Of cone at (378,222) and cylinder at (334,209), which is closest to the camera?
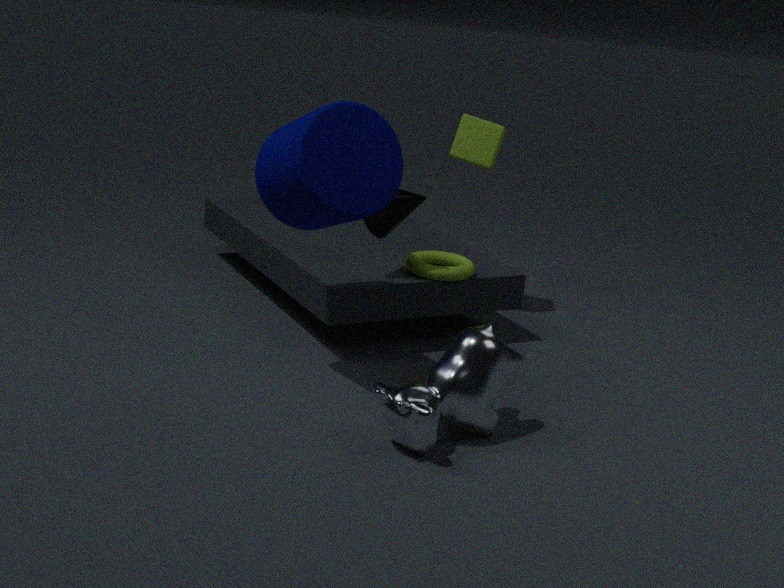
cylinder at (334,209)
